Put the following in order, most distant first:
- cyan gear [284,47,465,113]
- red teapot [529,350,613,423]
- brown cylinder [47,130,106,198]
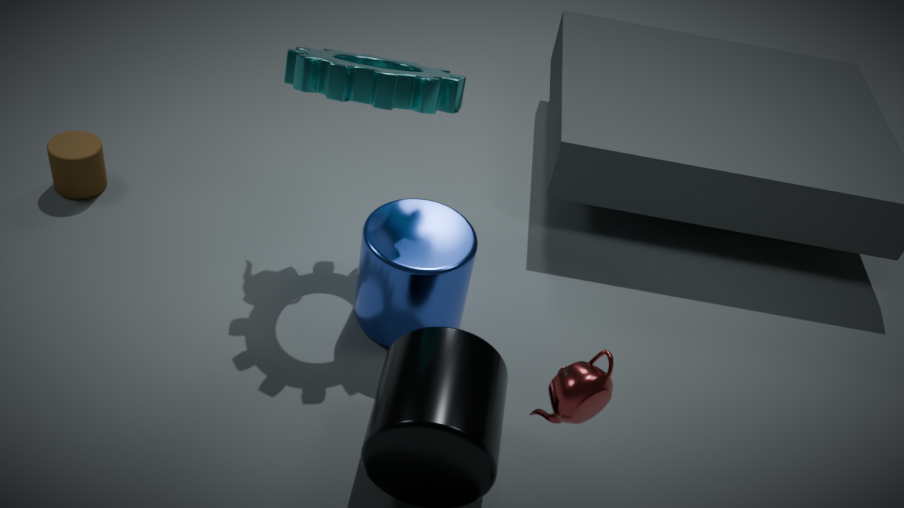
brown cylinder [47,130,106,198] → cyan gear [284,47,465,113] → red teapot [529,350,613,423]
